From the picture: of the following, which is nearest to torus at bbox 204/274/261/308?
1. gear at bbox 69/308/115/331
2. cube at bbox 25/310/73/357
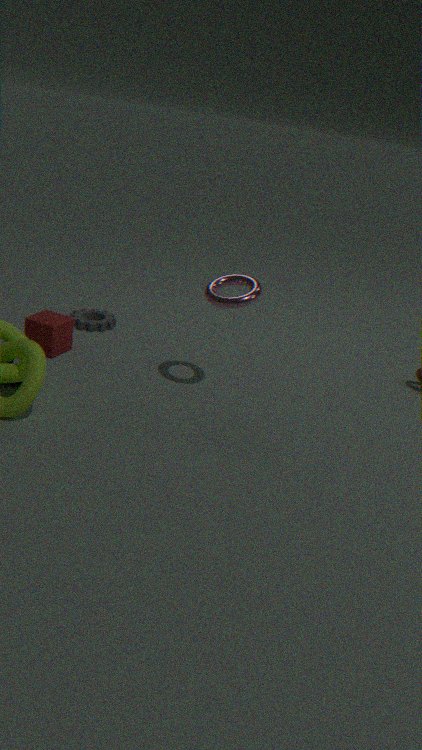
cube at bbox 25/310/73/357
